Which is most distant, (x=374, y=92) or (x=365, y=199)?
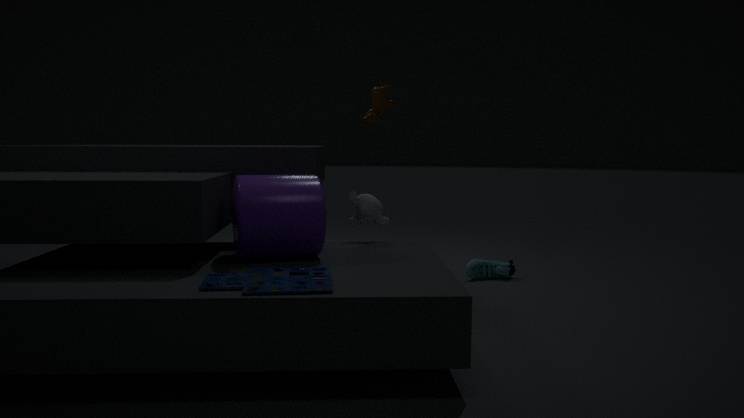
(x=374, y=92)
